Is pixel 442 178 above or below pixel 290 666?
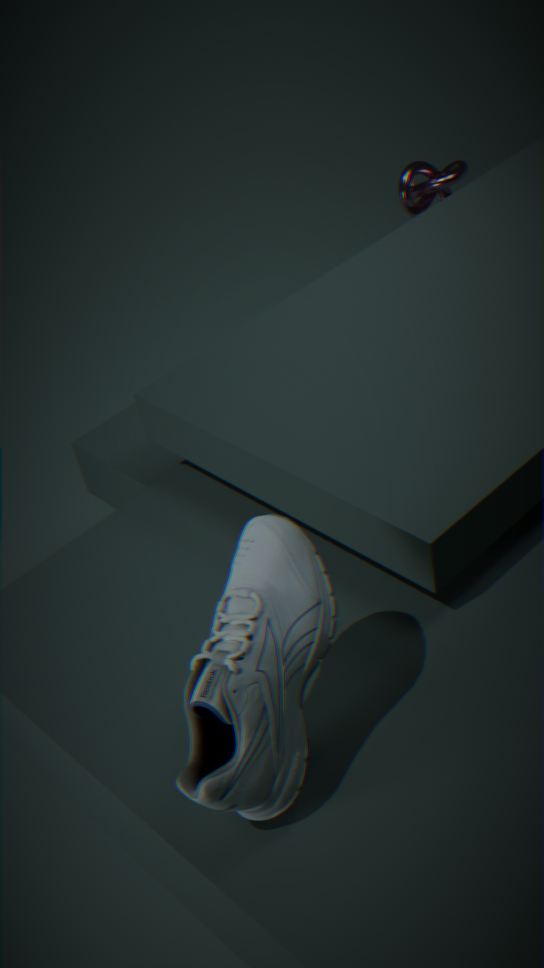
below
